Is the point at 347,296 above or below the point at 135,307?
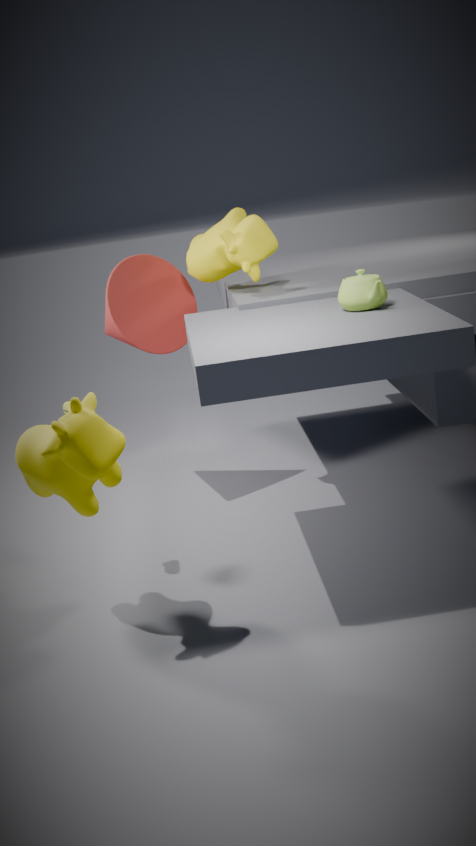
above
